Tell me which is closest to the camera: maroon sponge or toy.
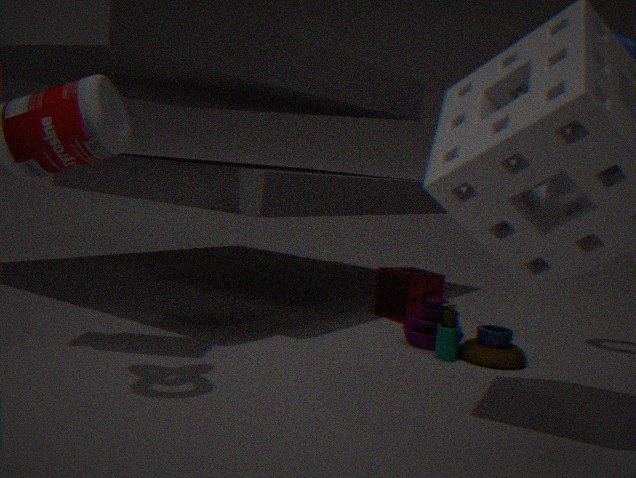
toy
